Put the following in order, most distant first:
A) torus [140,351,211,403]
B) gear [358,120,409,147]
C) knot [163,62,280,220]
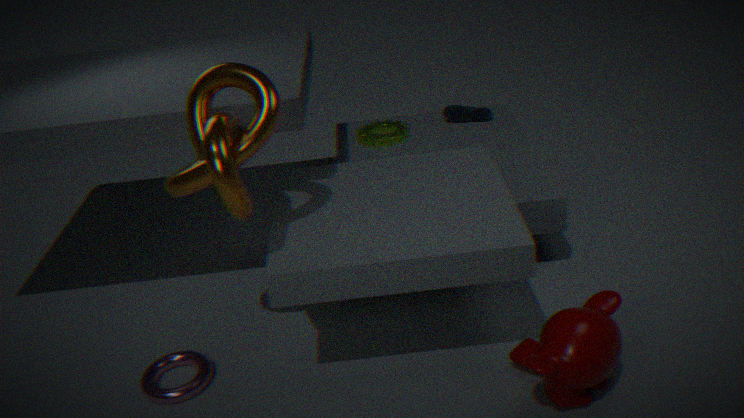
1. gear [358,120,409,147]
2. torus [140,351,211,403]
3. knot [163,62,280,220]
